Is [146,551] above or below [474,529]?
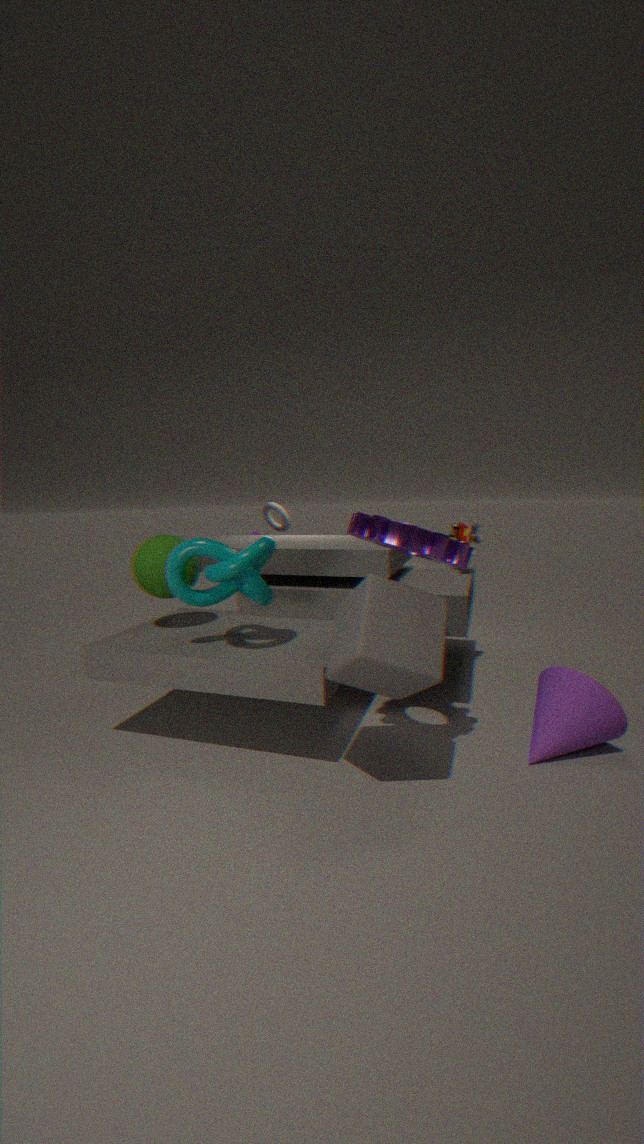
below
